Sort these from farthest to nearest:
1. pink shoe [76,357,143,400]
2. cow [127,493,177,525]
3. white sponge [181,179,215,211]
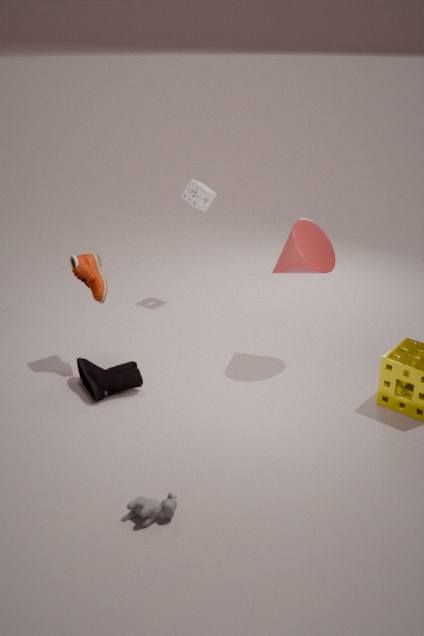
white sponge [181,179,215,211] < pink shoe [76,357,143,400] < cow [127,493,177,525]
